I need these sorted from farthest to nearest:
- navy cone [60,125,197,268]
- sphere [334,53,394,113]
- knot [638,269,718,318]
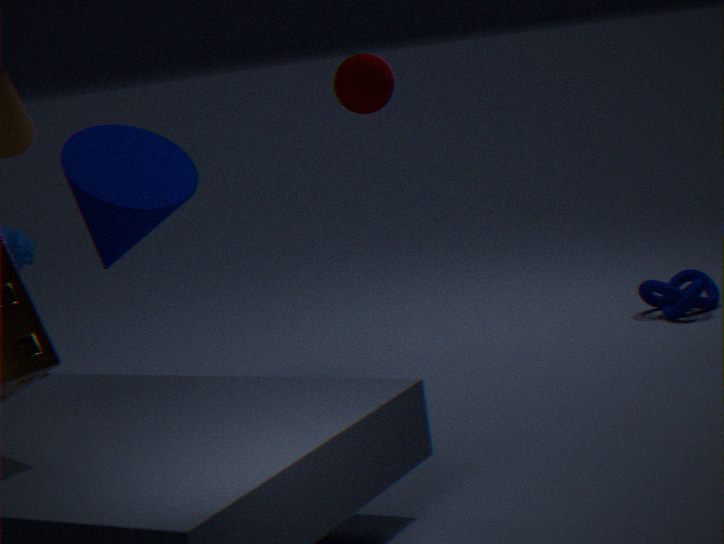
knot [638,269,718,318] < navy cone [60,125,197,268] < sphere [334,53,394,113]
